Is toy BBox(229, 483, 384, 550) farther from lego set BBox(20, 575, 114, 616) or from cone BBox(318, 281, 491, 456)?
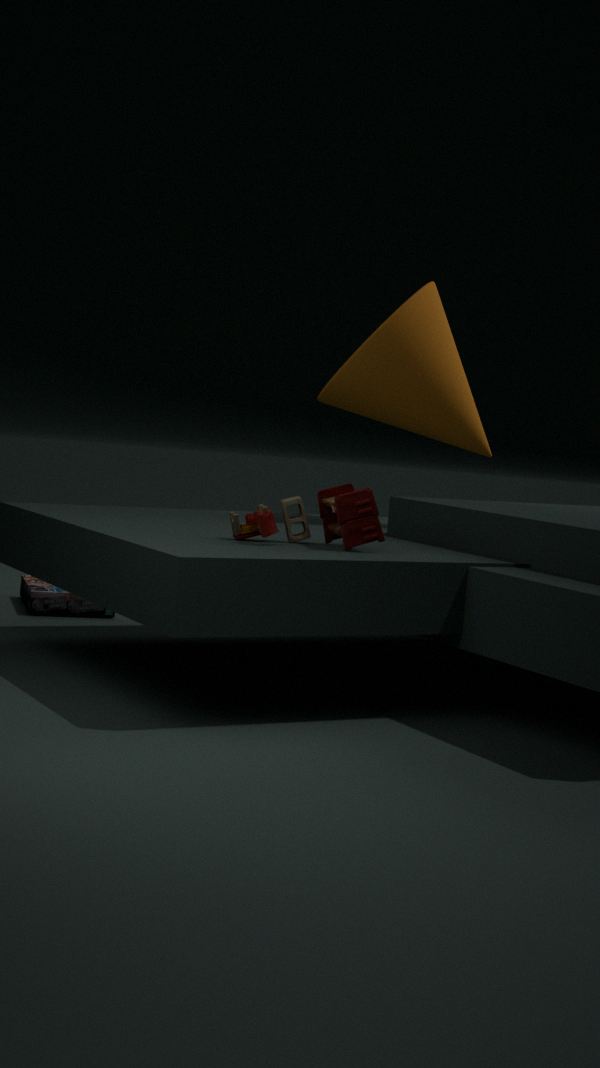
lego set BBox(20, 575, 114, 616)
